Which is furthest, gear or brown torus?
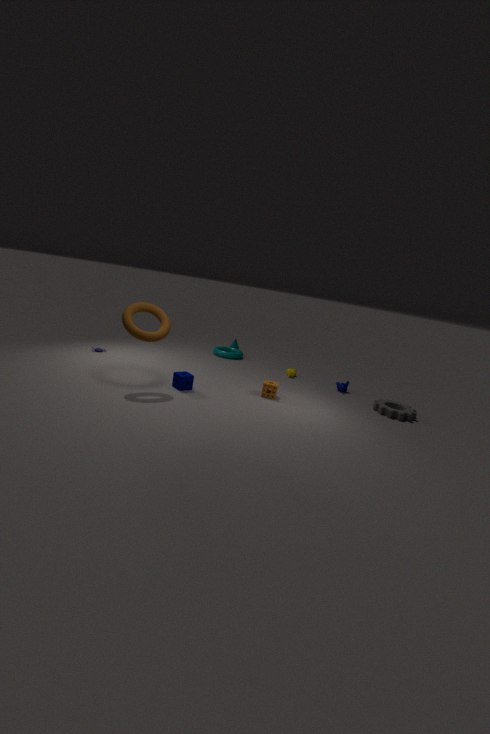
gear
